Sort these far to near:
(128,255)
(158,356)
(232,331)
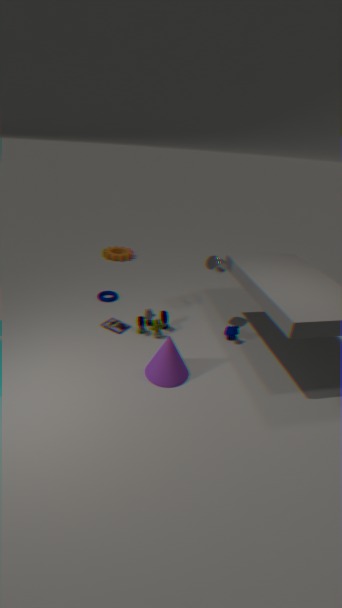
(128,255) < (232,331) < (158,356)
